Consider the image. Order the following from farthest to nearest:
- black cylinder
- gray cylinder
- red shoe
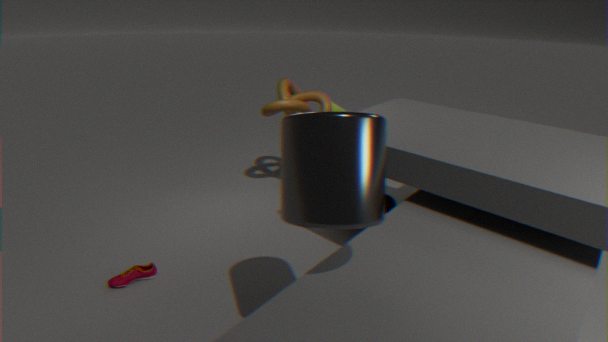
→ black cylinder
red shoe
gray cylinder
